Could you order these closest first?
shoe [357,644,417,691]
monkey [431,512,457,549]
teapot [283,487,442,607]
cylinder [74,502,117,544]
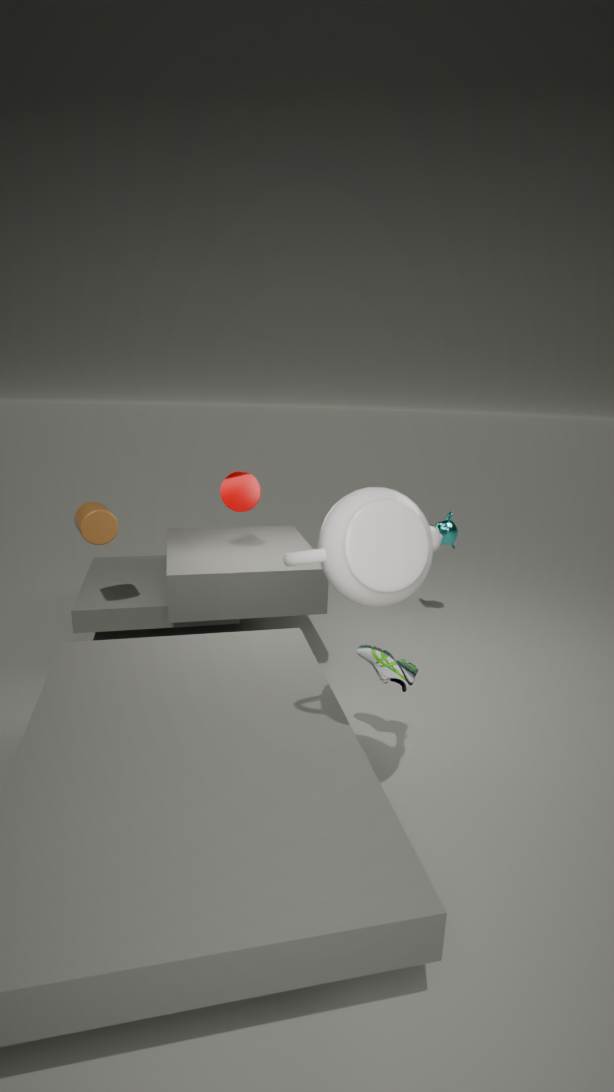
teapot [283,487,442,607] → shoe [357,644,417,691] → cylinder [74,502,117,544] → monkey [431,512,457,549]
